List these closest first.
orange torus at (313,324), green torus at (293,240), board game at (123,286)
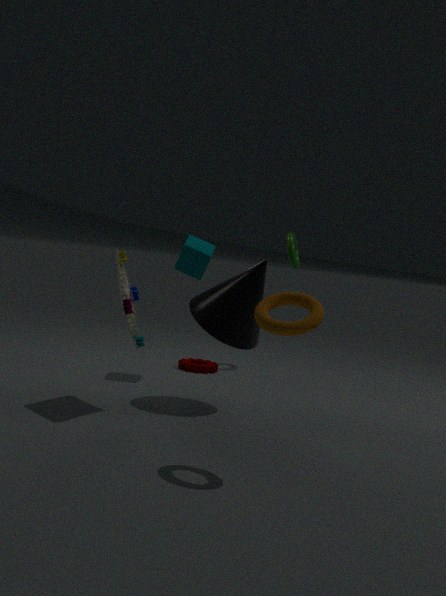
1. orange torus at (313,324)
2. board game at (123,286)
3. green torus at (293,240)
